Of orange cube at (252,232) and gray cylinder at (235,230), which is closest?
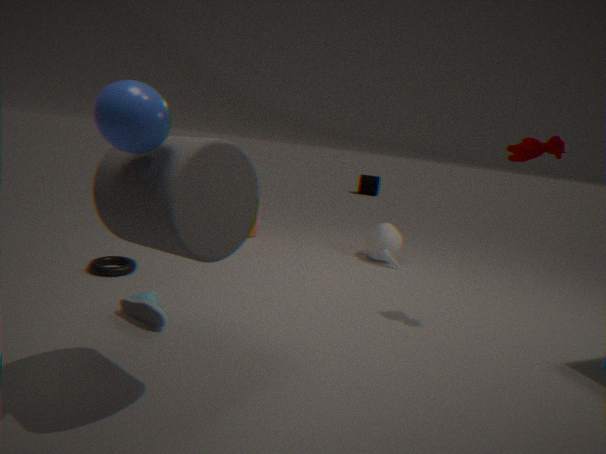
gray cylinder at (235,230)
